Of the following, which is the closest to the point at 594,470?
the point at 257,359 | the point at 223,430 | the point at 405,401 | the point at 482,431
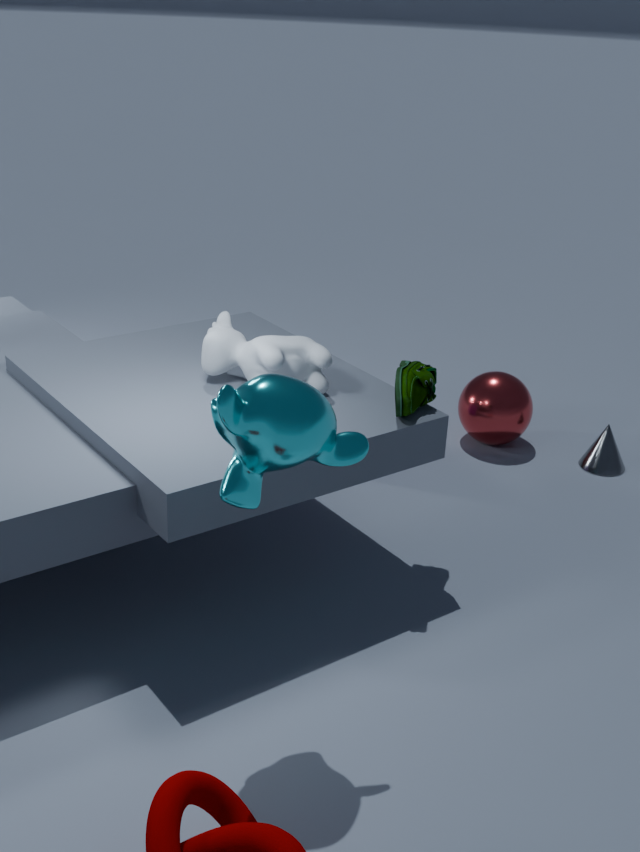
the point at 482,431
